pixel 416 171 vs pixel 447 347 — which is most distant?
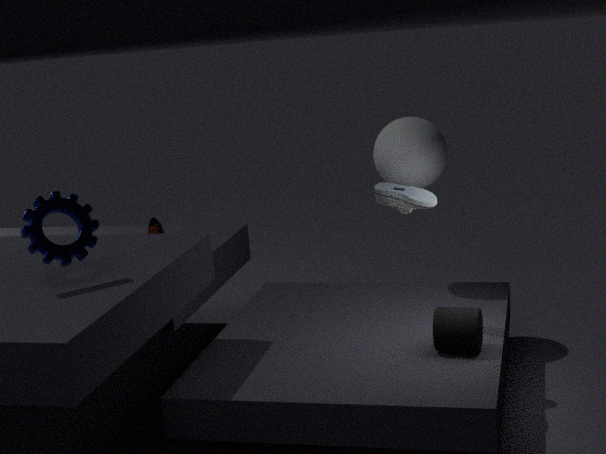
pixel 416 171
